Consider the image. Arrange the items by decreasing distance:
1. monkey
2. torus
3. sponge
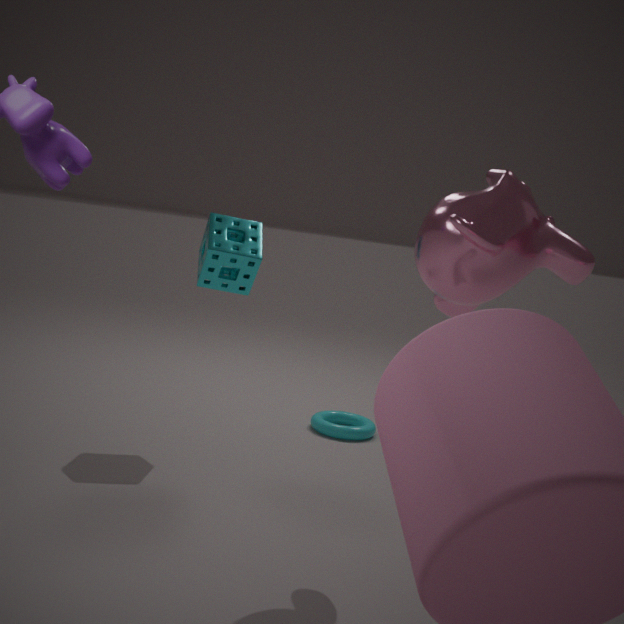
torus
sponge
monkey
